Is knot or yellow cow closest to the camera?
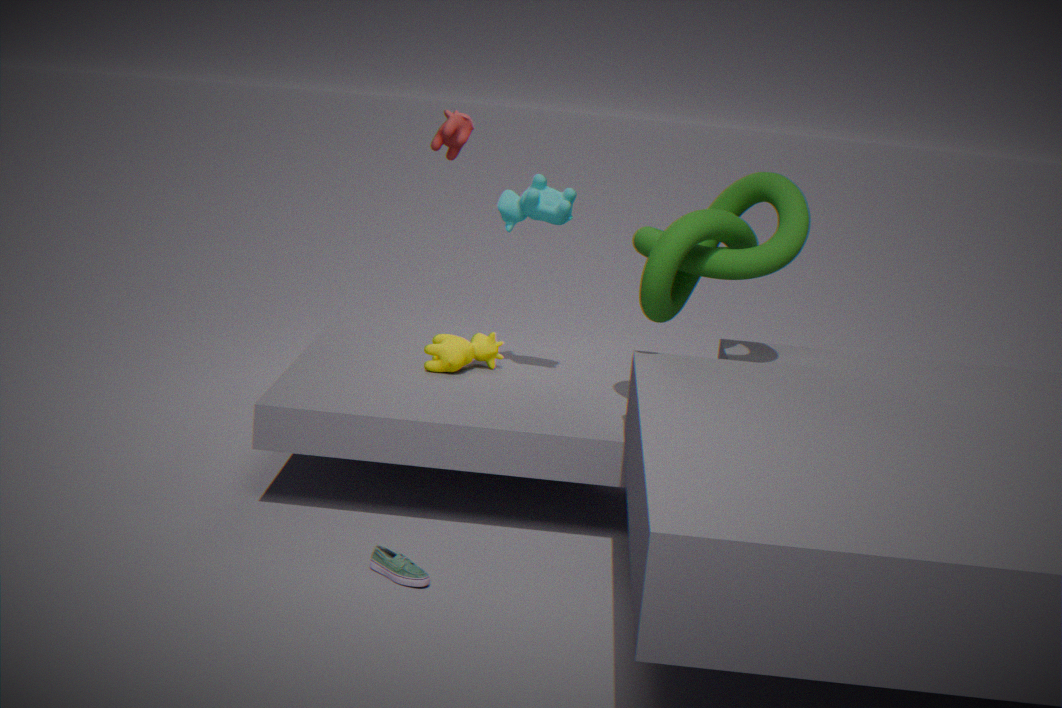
knot
